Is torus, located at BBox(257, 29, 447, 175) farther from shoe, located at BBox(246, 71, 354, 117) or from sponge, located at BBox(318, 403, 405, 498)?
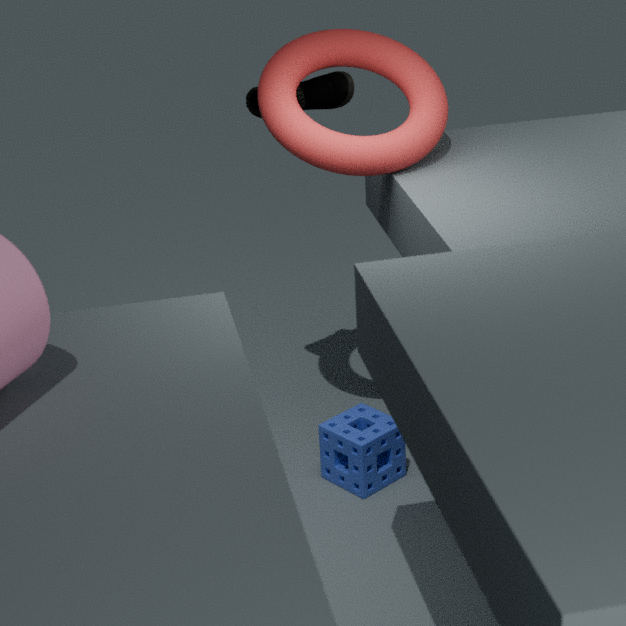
sponge, located at BBox(318, 403, 405, 498)
